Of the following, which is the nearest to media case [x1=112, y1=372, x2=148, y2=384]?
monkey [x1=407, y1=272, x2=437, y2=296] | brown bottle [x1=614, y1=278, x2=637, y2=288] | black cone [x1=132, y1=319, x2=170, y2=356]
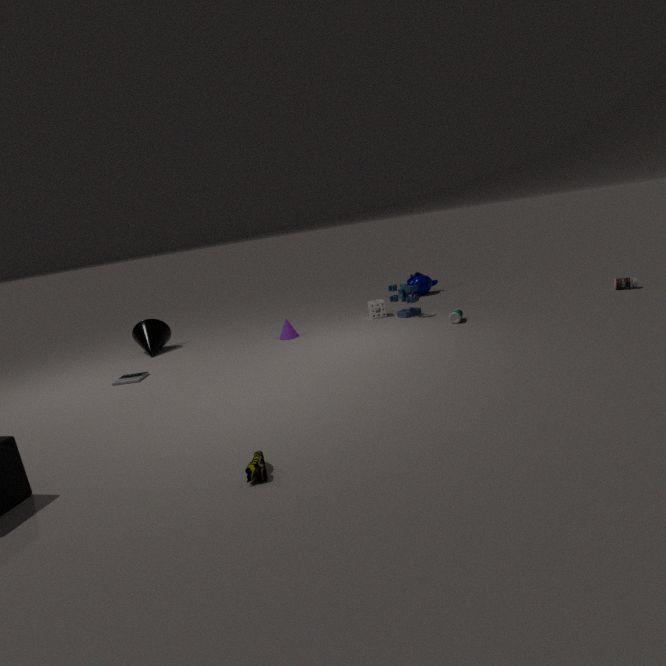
black cone [x1=132, y1=319, x2=170, y2=356]
